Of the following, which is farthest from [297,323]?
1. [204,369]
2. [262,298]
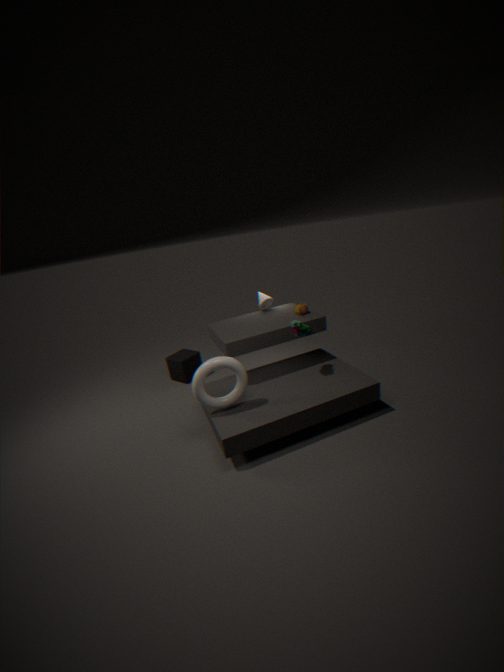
[204,369]
